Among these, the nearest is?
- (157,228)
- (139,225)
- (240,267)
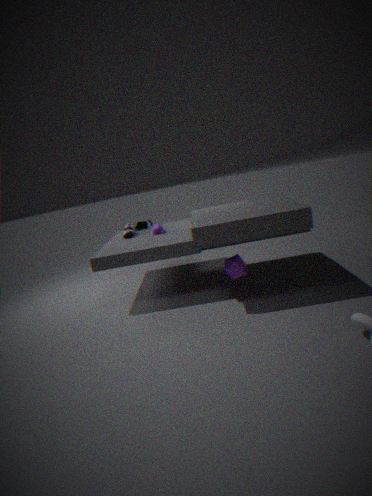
(240,267)
